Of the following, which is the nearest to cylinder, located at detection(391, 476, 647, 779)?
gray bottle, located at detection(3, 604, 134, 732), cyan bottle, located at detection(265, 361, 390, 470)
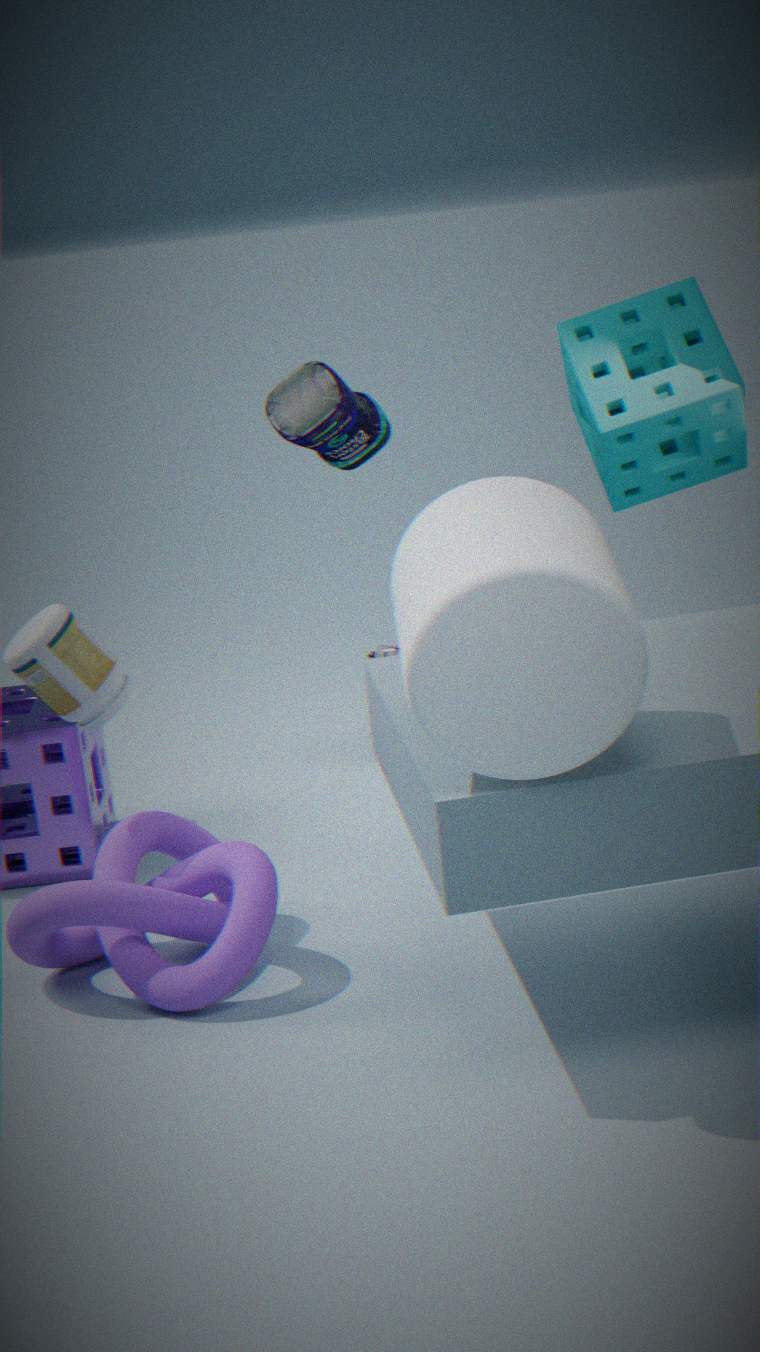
gray bottle, located at detection(3, 604, 134, 732)
